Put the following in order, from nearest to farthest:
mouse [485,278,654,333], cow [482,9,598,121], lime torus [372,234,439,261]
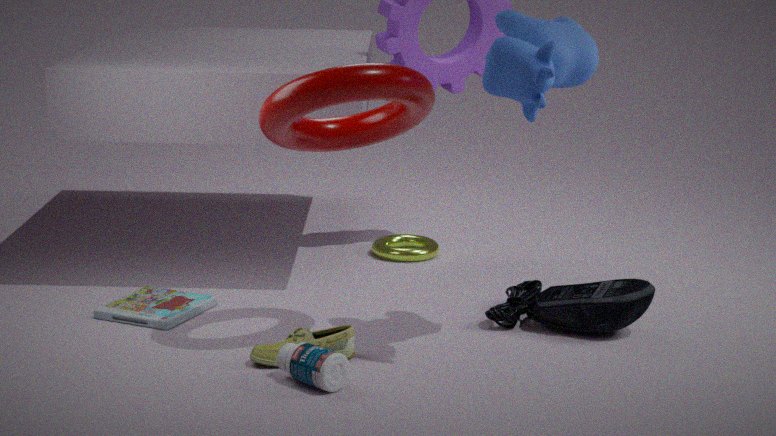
cow [482,9,598,121]
mouse [485,278,654,333]
lime torus [372,234,439,261]
